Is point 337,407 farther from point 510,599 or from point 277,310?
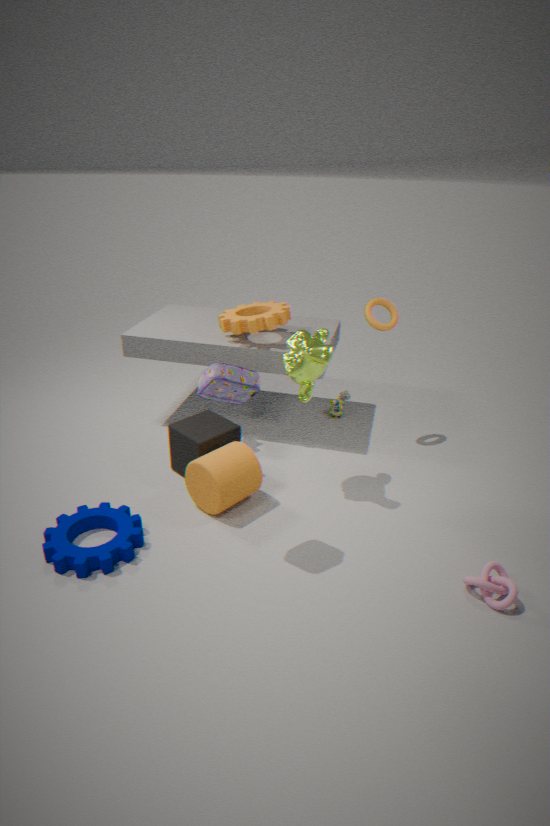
point 510,599
